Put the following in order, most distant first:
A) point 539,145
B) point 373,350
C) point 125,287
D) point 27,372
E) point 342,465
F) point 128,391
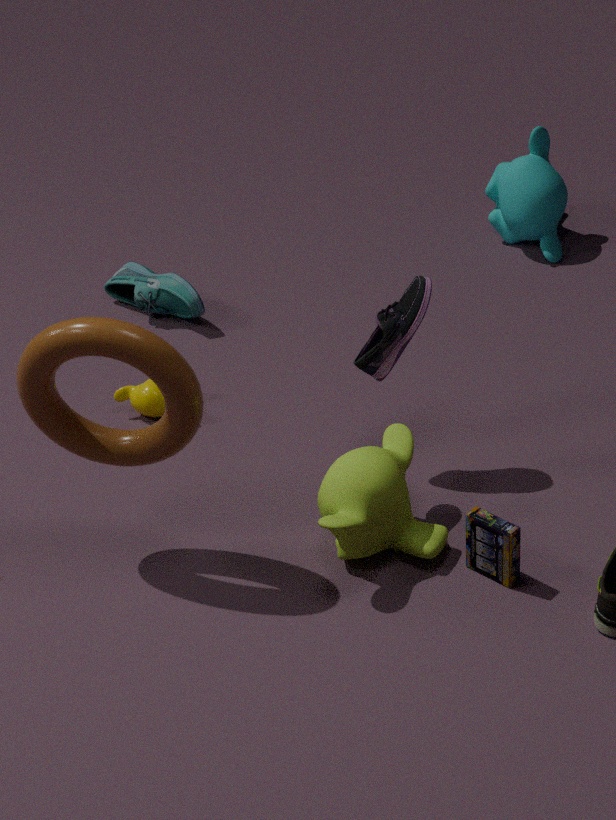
point 125,287
point 539,145
point 128,391
point 373,350
point 342,465
point 27,372
